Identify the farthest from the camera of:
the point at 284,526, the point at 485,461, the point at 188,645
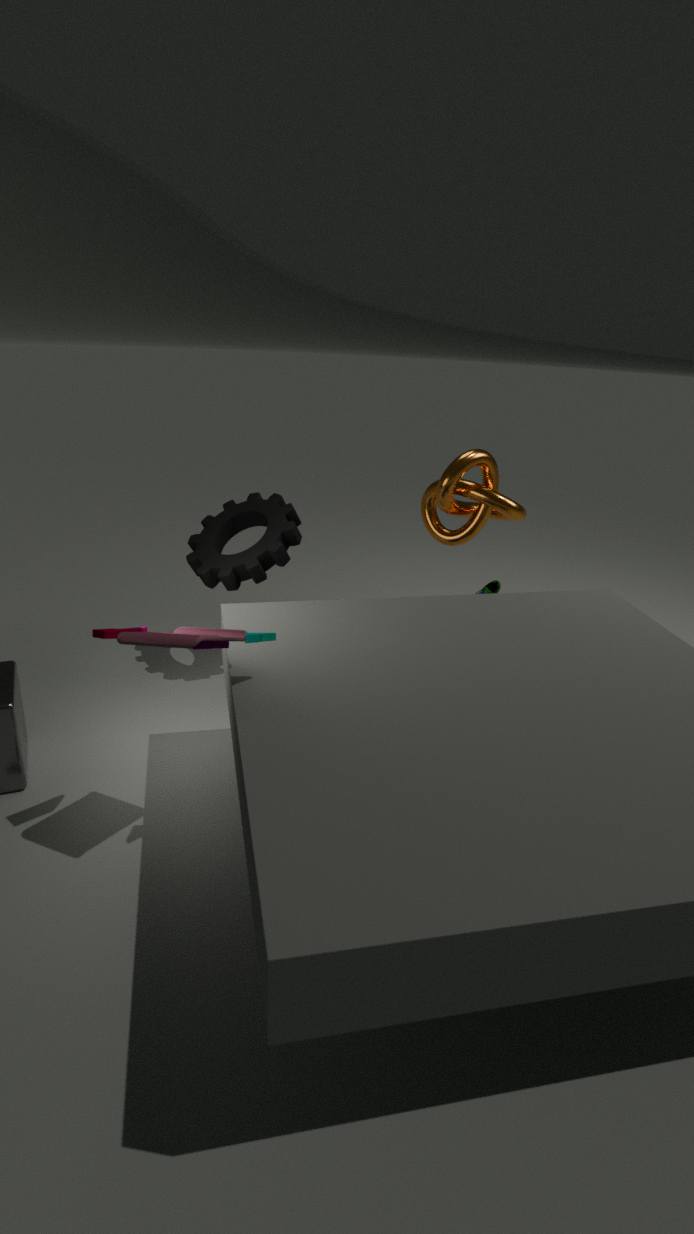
the point at 485,461
